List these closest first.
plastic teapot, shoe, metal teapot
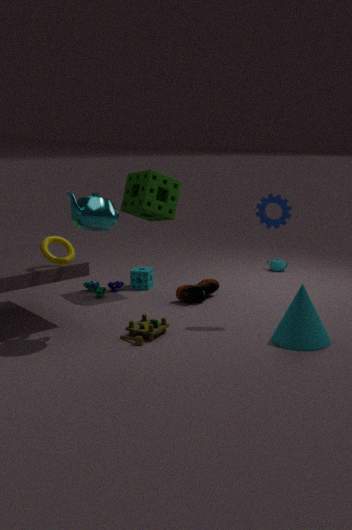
metal teapot → shoe → plastic teapot
